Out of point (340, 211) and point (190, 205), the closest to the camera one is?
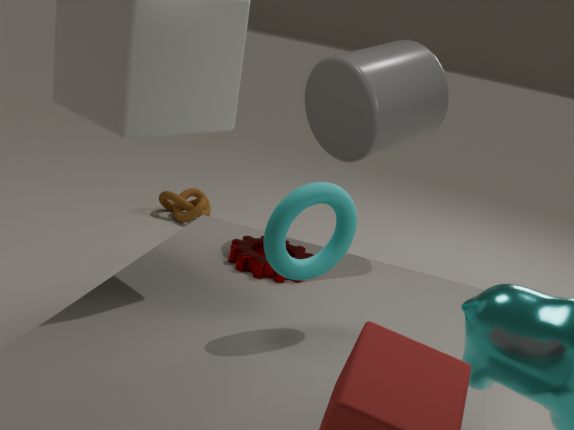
point (340, 211)
